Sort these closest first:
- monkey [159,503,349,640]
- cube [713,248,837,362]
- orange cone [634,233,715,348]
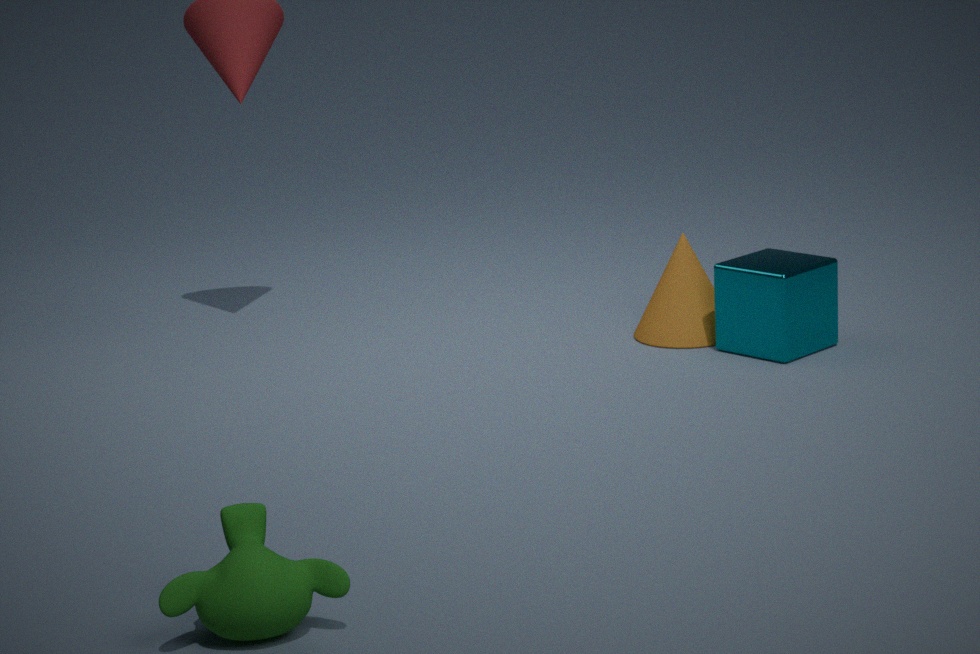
monkey [159,503,349,640] < cube [713,248,837,362] < orange cone [634,233,715,348]
